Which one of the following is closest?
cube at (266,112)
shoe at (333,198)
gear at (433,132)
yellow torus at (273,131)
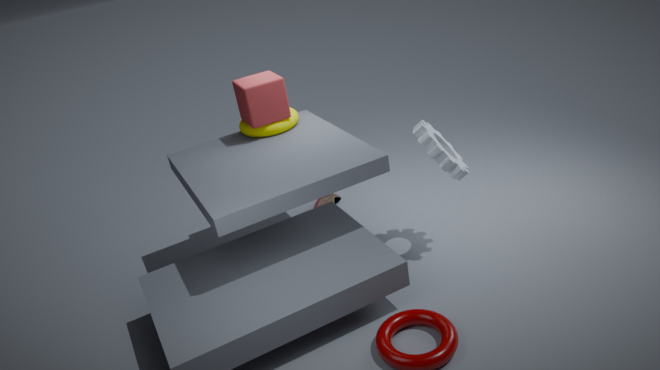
gear at (433,132)
